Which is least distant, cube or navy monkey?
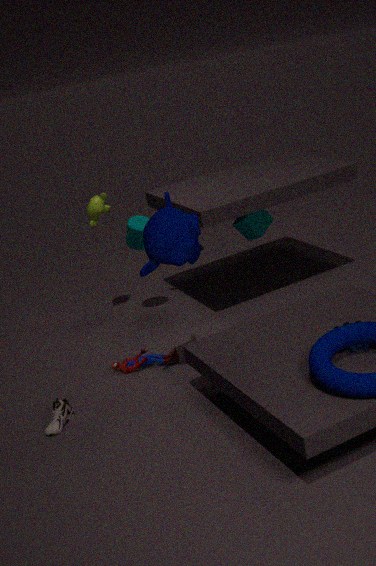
navy monkey
